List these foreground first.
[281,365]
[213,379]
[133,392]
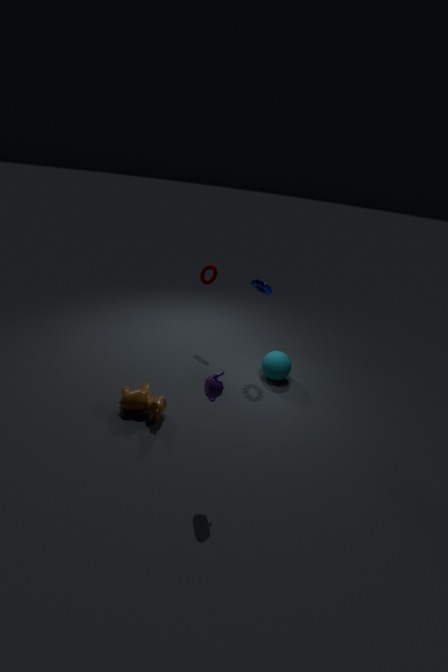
[213,379] → [133,392] → [281,365]
